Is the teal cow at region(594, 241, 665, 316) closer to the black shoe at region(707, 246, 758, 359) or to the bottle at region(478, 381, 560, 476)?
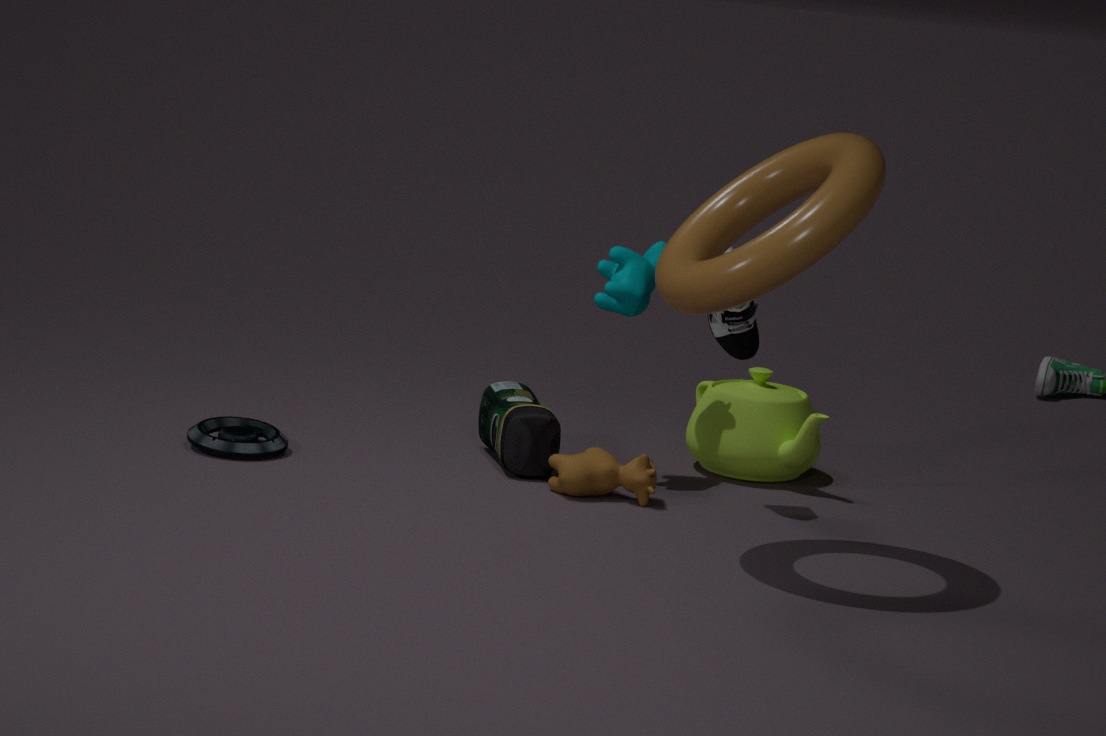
the black shoe at region(707, 246, 758, 359)
